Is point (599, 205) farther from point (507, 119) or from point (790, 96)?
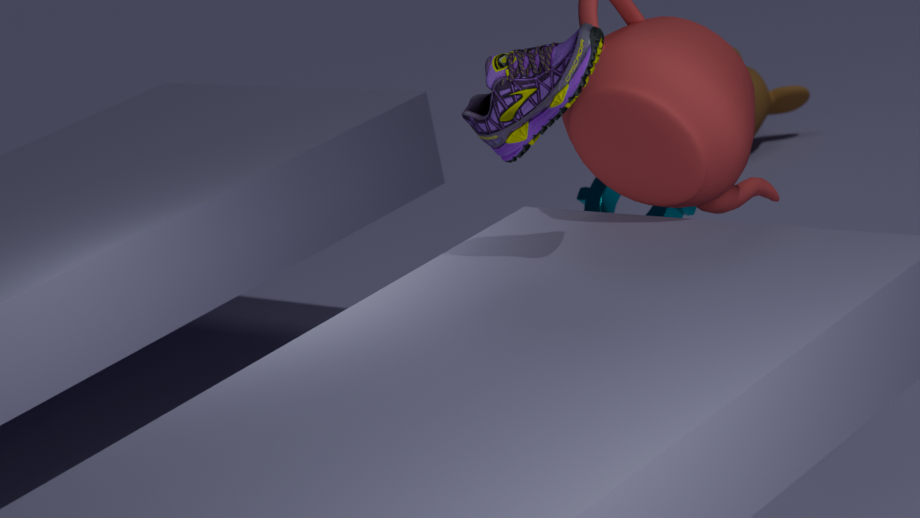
point (790, 96)
